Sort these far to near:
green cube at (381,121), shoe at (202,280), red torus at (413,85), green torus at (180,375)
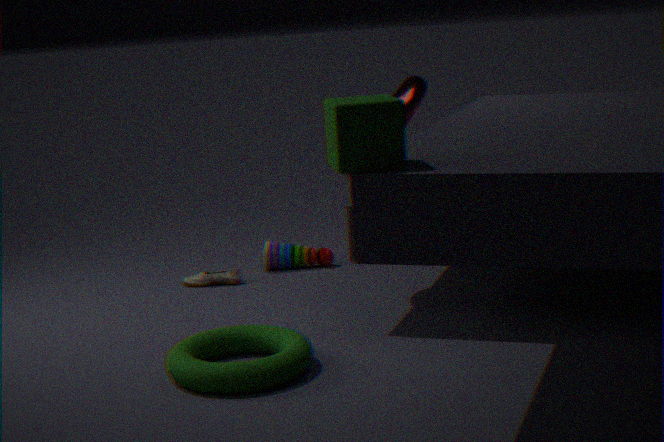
1. shoe at (202,280)
2. red torus at (413,85)
3. green torus at (180,375)
4. green cube at (381,121)
